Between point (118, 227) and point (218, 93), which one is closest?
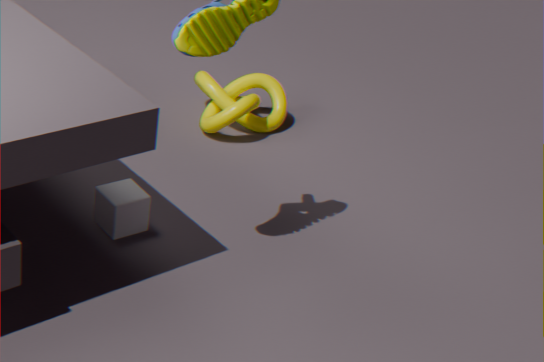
point (118, 227)
